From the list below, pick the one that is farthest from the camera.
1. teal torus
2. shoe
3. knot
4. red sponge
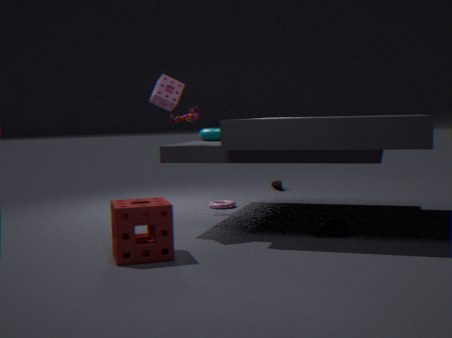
shoe
